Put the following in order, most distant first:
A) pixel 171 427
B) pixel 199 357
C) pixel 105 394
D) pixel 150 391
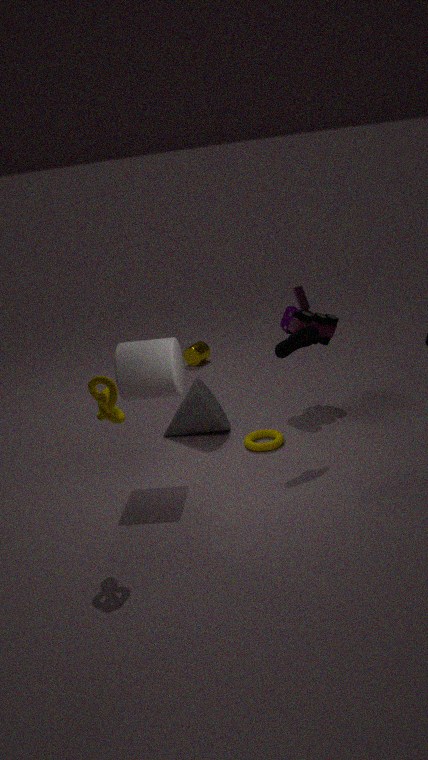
1. pixel 199 357
2. pixel 171 427
3. pixel 150 391
4. pixel 105 394
